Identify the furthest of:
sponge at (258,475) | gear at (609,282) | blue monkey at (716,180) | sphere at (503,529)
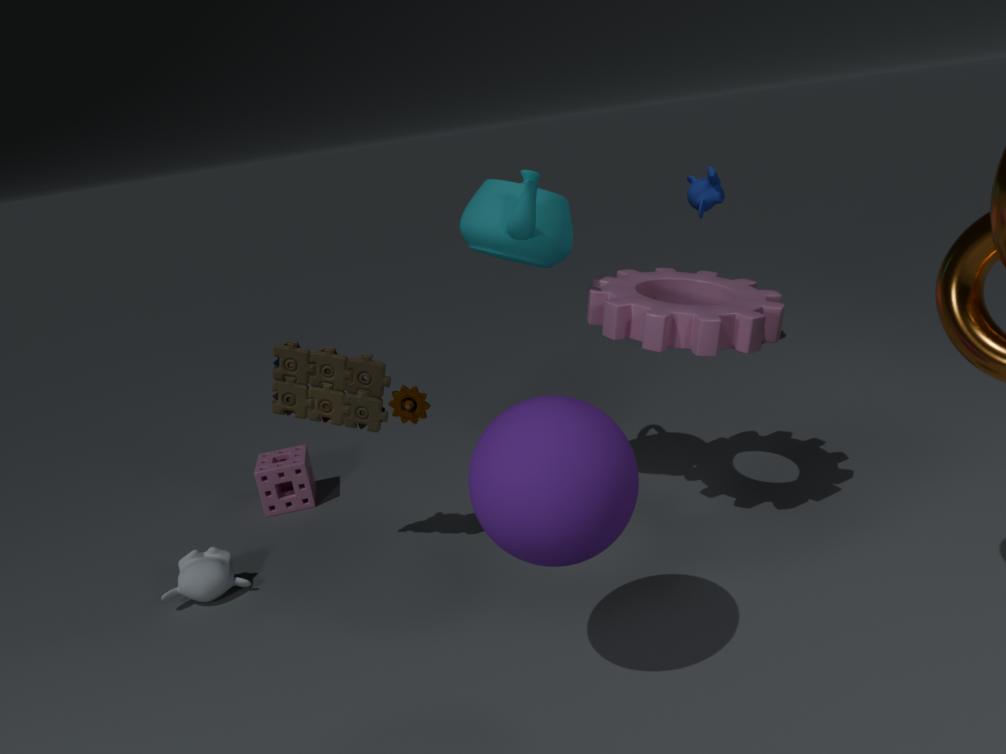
blue monkey at (716,180)
